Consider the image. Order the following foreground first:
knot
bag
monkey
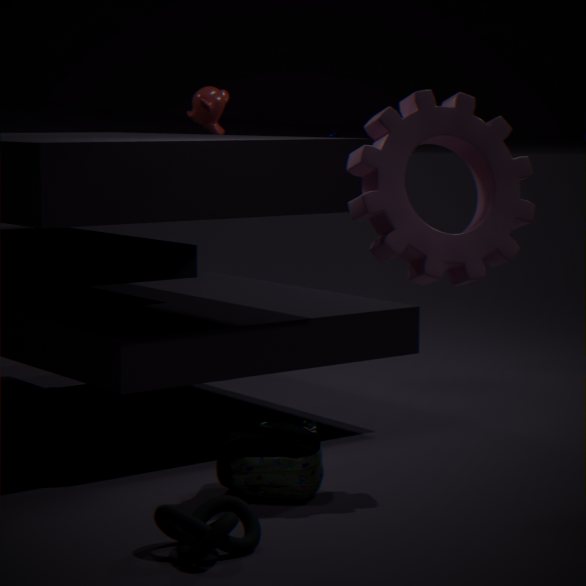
knot, bag, monkey
